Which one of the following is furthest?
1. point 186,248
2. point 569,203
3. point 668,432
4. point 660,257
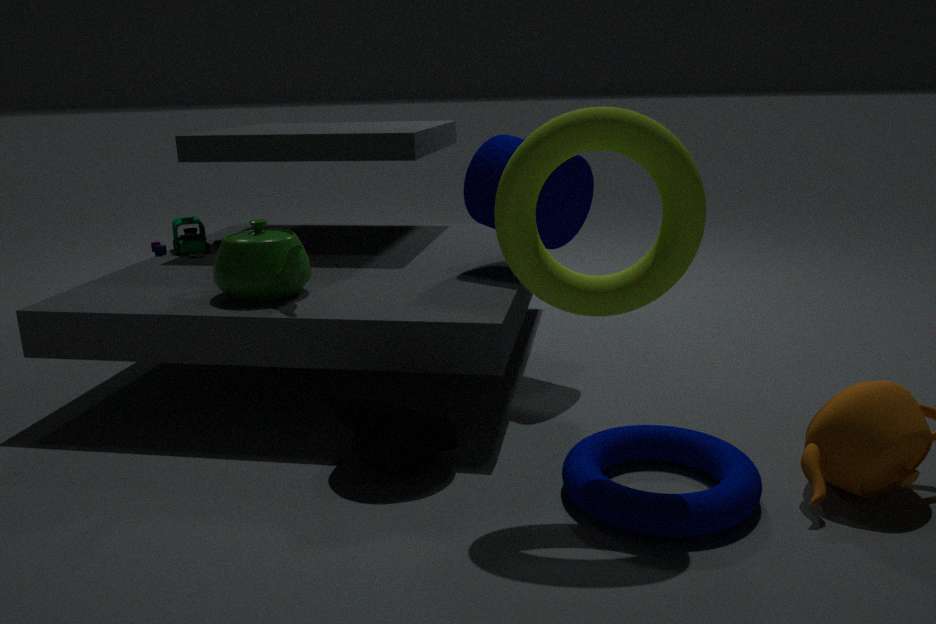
point 186,248
